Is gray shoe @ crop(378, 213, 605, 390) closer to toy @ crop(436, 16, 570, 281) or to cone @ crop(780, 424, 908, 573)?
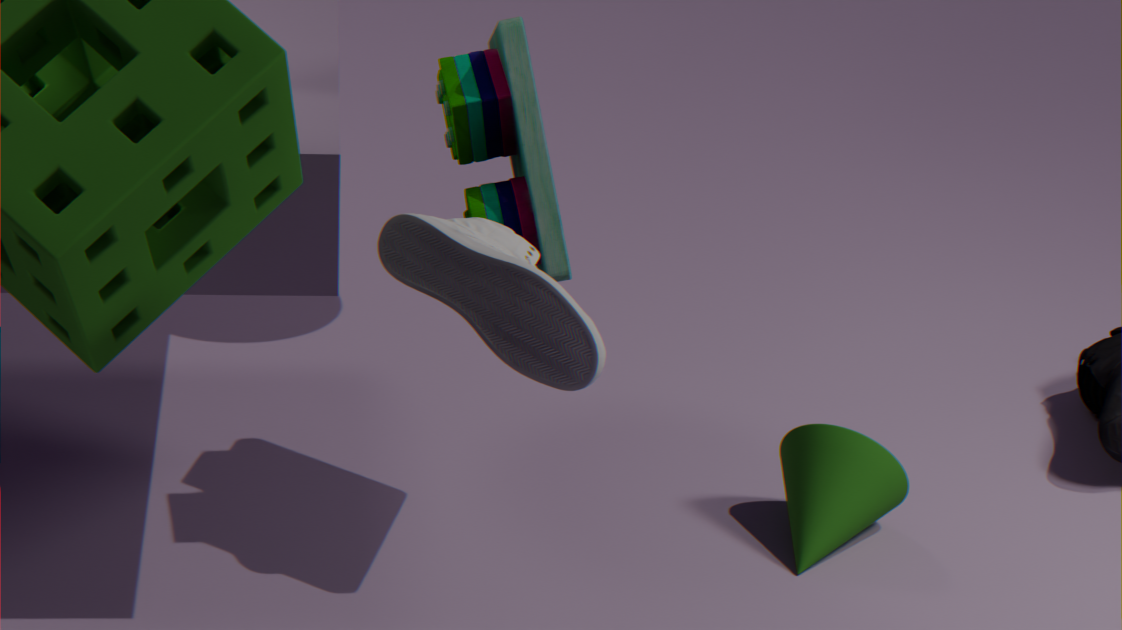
toy @ crop(436, 16, 570, 281)
